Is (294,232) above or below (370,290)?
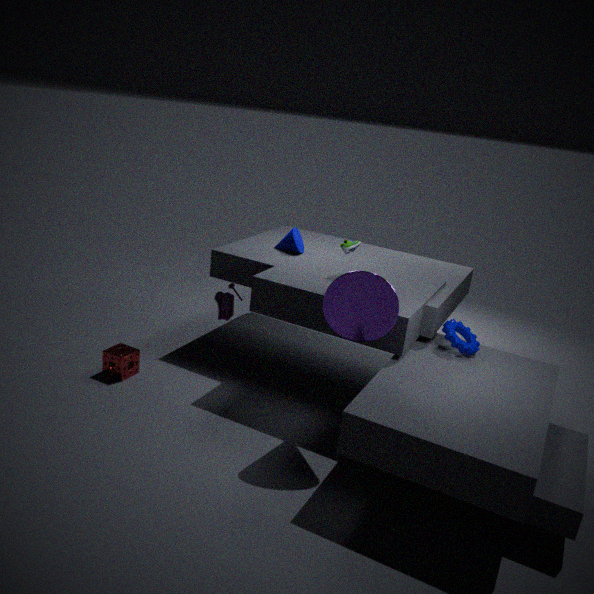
below
